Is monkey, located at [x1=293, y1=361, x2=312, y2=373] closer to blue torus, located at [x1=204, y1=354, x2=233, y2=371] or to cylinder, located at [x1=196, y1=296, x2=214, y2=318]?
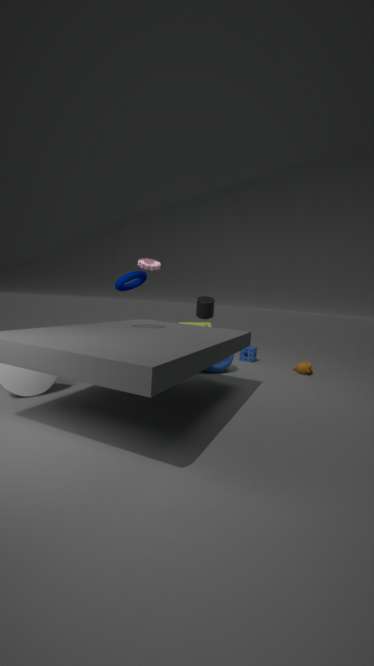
blue torus, located at [x1=204, y1=354, x2=233, y2=371]
